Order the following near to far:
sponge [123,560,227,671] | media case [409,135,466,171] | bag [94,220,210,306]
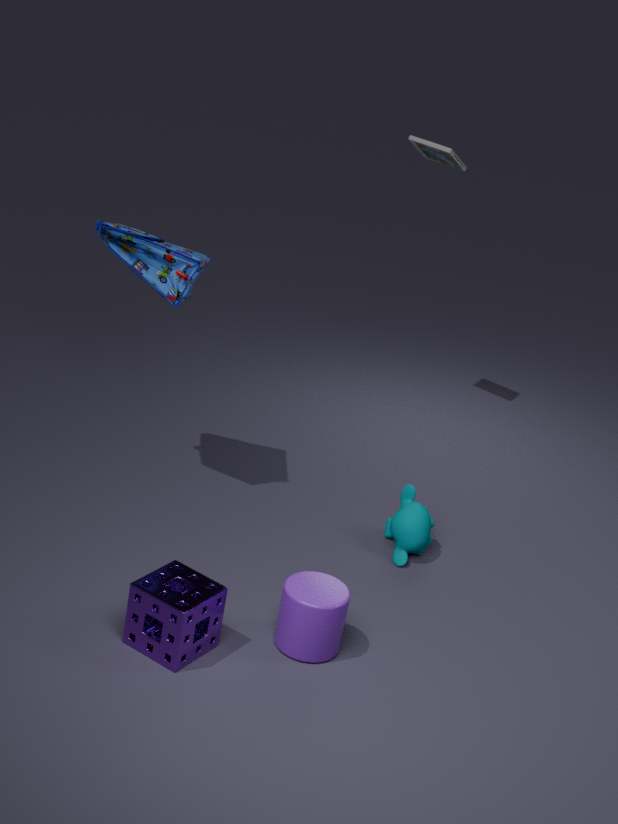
1. sponge [123,560,227,671]
2. bag [94,220,210,306]
3. media case [409,135,466,171]
